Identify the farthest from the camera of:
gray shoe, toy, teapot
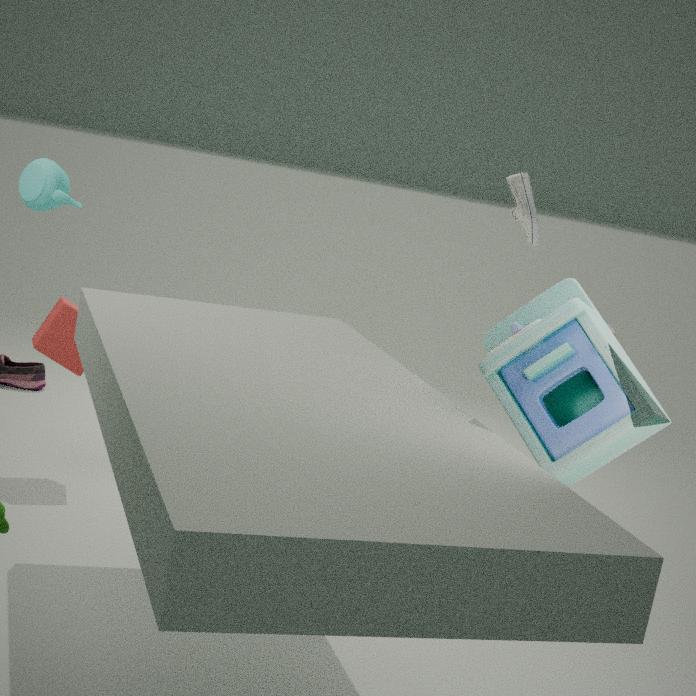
gray shoe
